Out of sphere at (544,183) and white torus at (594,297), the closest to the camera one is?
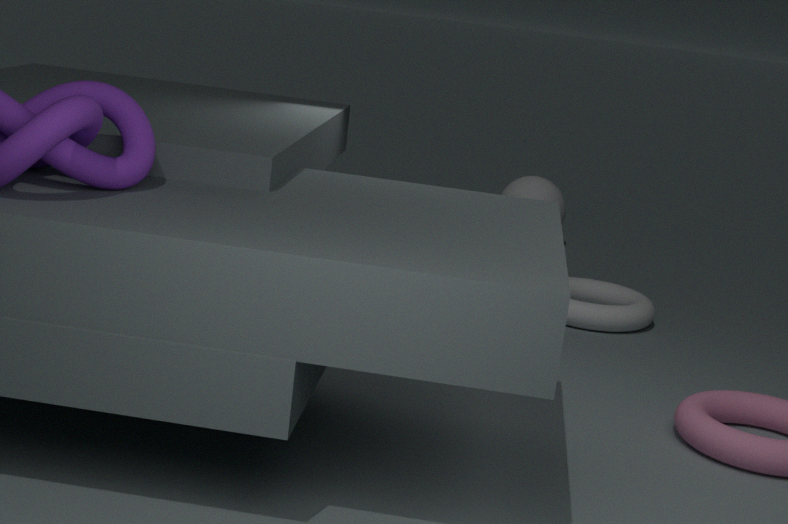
white torus at (594,297)
